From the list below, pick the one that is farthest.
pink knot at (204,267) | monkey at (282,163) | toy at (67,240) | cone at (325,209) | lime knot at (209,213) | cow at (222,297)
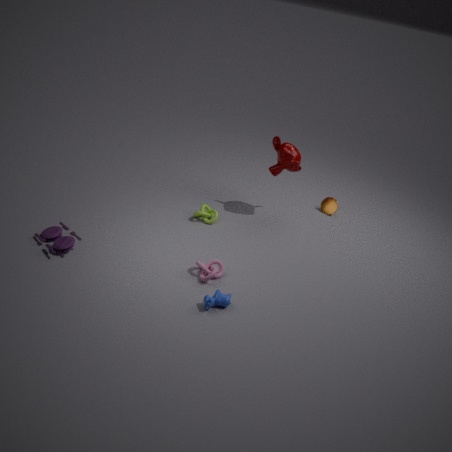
cone at (325,209)
